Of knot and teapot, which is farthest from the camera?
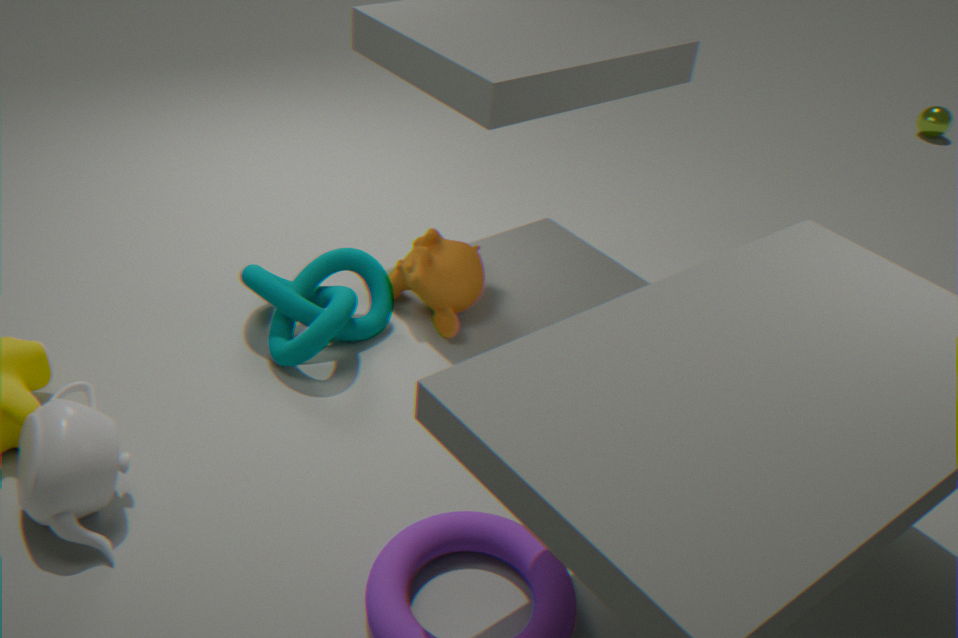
knot
